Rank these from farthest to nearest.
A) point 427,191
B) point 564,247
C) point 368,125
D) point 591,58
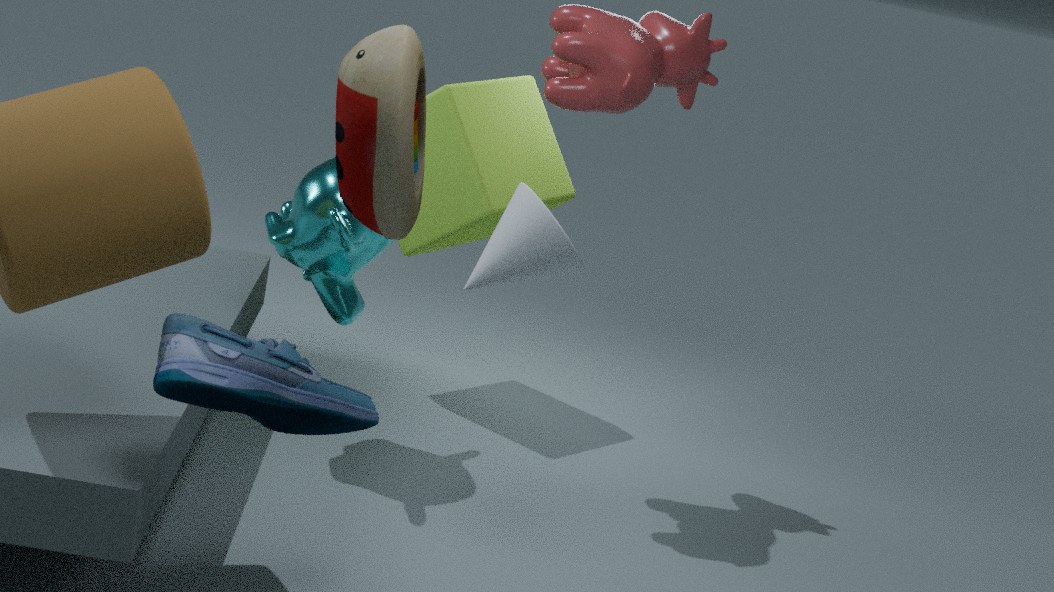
point 427,191
point 591,58
point 564,247
point 368,125
